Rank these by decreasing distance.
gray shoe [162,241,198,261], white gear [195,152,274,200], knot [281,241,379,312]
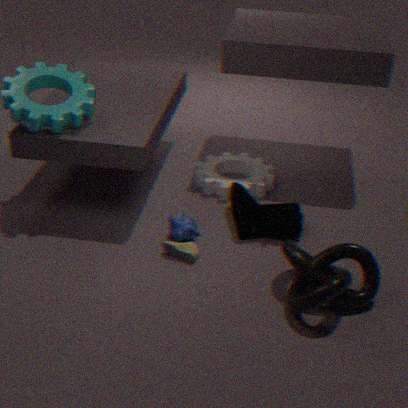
white gear [195,152,274,200]
gray shoe [162,241,198,261]
knot [281,241,379,312]
